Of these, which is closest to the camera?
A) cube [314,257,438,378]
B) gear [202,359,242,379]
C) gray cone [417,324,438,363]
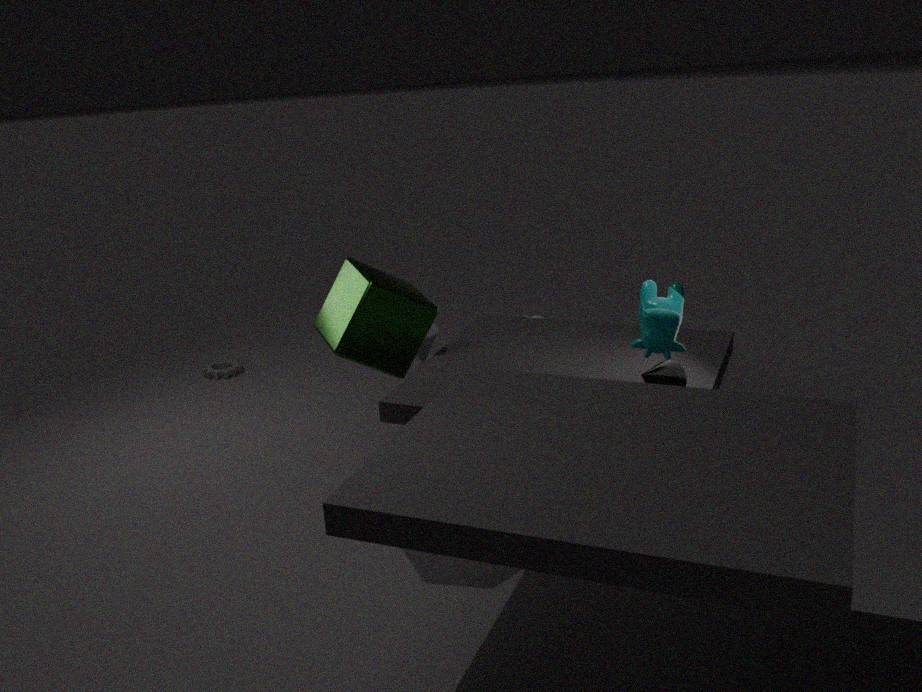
cube [314,257,438,378]
